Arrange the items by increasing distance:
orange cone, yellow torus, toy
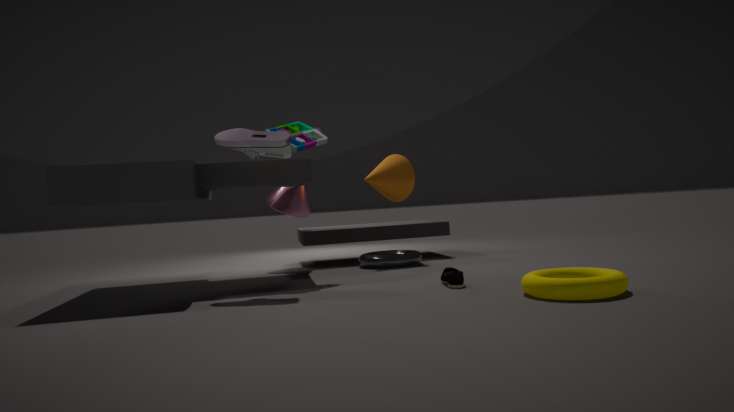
yellow torus, toy, orange cone
